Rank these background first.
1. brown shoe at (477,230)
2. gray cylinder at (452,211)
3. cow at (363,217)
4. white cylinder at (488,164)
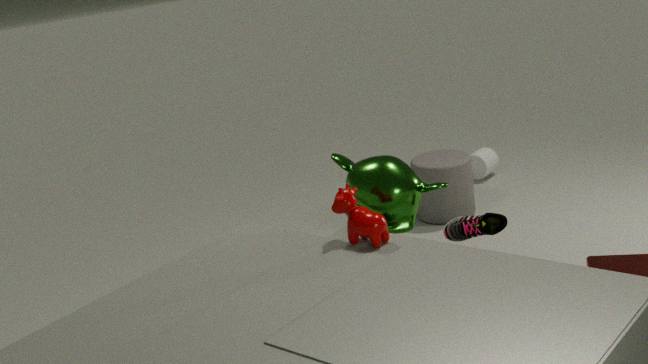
white cylinder at (488,164) < gray cylinder at (452,211) < brown shoe at (477,230) < cow at (363,217)
